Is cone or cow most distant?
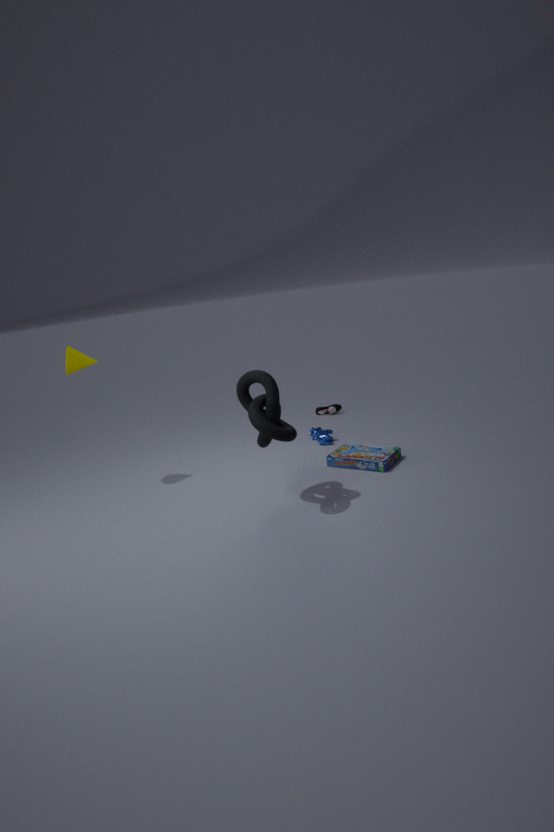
cow
